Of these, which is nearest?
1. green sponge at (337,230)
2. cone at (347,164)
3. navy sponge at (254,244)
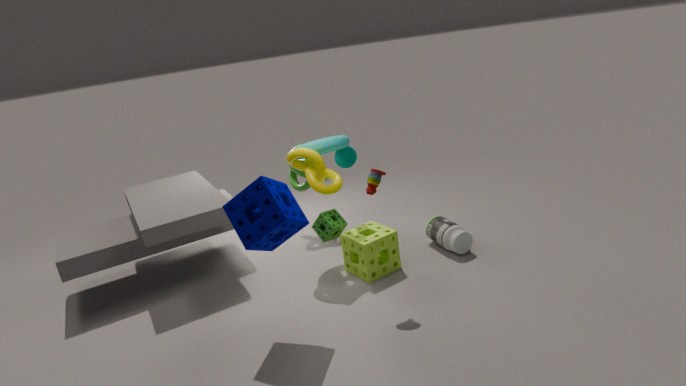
navy sponge at (254,244)
